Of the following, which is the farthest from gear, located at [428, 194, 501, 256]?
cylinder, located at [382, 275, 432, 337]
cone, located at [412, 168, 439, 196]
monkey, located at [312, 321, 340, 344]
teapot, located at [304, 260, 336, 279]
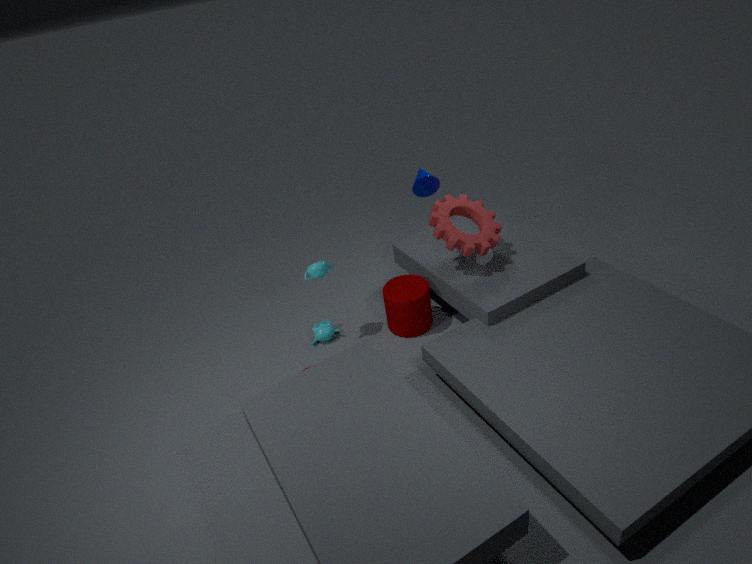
monkey, located at [312, 321, 340, 344]
